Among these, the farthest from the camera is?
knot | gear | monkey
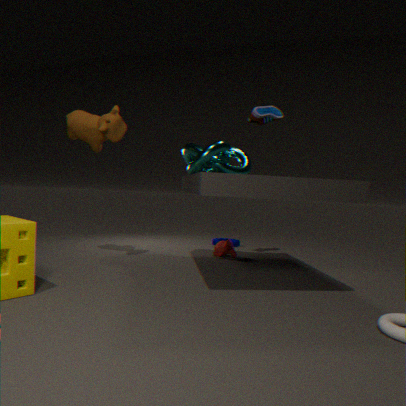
gear
